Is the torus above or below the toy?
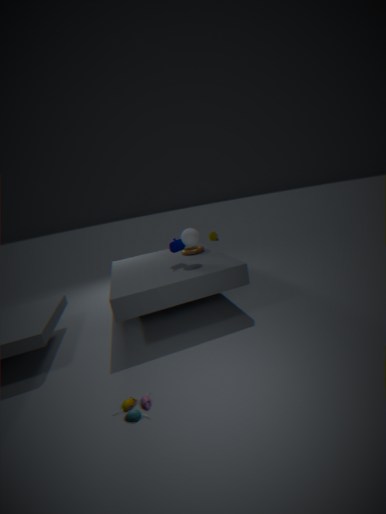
above
